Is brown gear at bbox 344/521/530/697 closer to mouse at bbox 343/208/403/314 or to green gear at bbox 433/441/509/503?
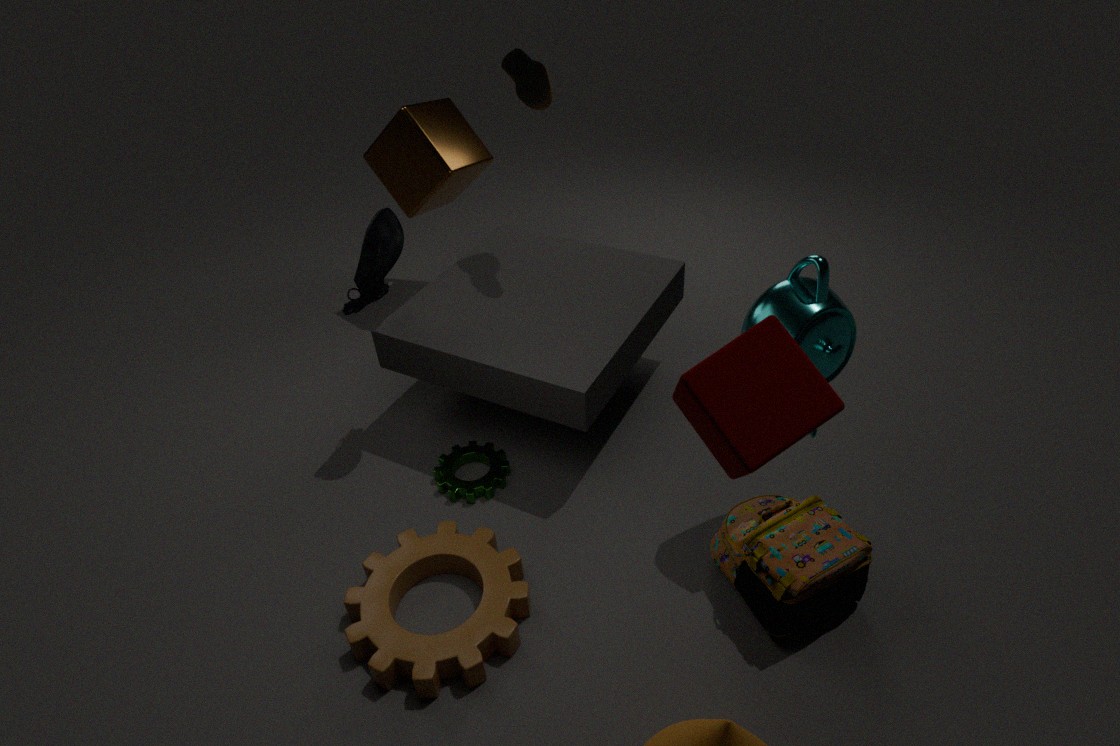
green gear at bbox 433/441/509/503
